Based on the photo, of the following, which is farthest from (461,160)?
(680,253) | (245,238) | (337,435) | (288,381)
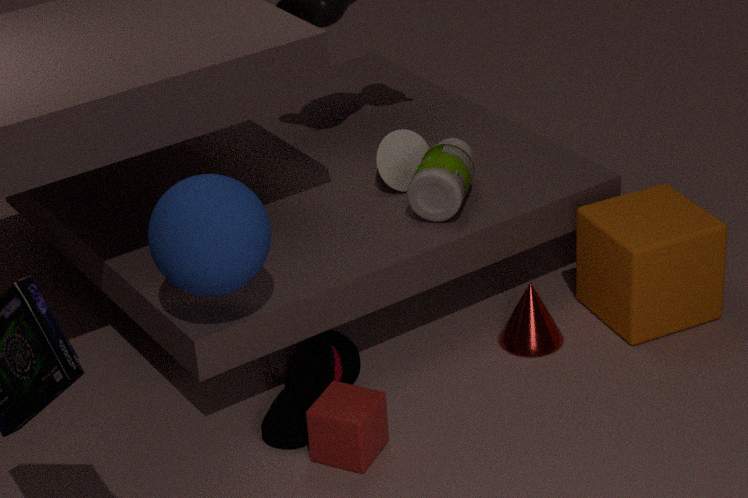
(337,435)
